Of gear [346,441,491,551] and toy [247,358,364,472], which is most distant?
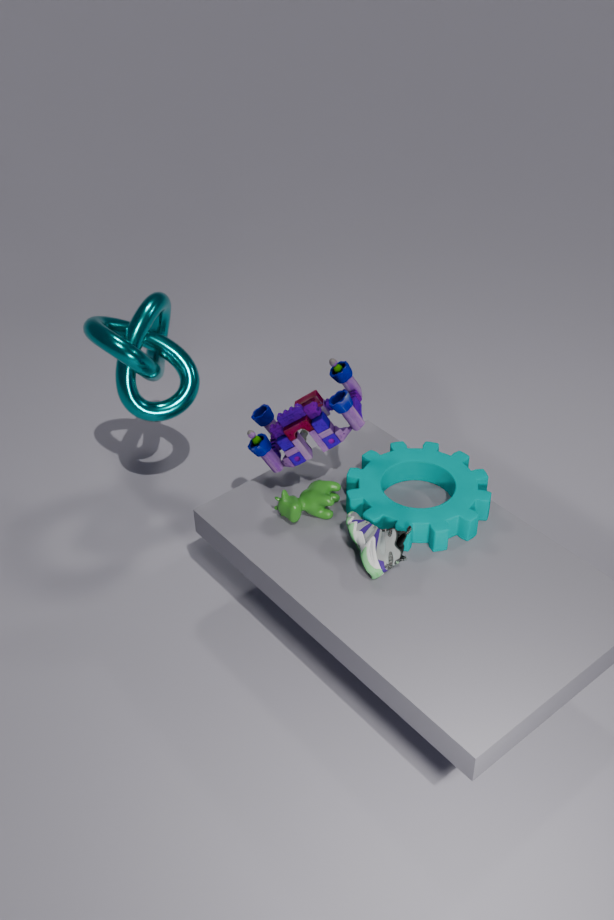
gear [346,441,491,551]
